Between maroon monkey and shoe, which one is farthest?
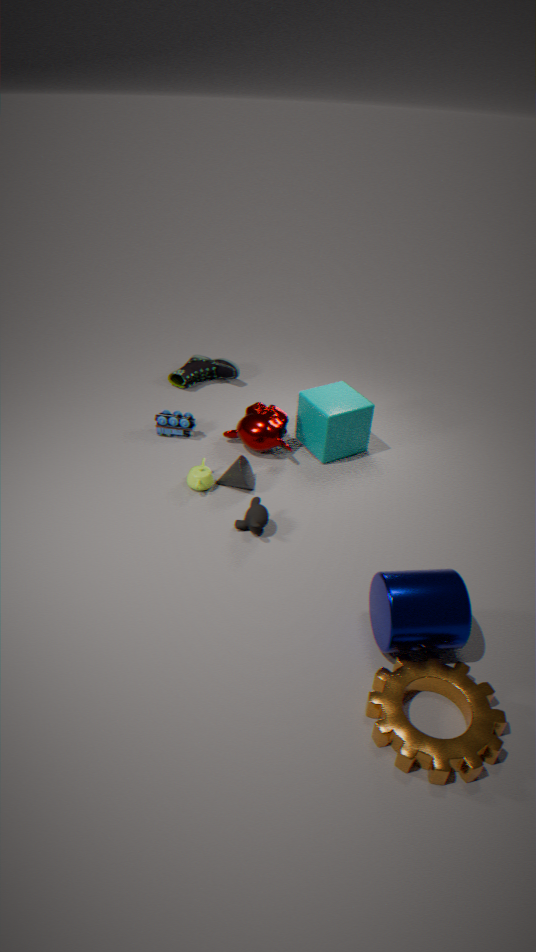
shoe
